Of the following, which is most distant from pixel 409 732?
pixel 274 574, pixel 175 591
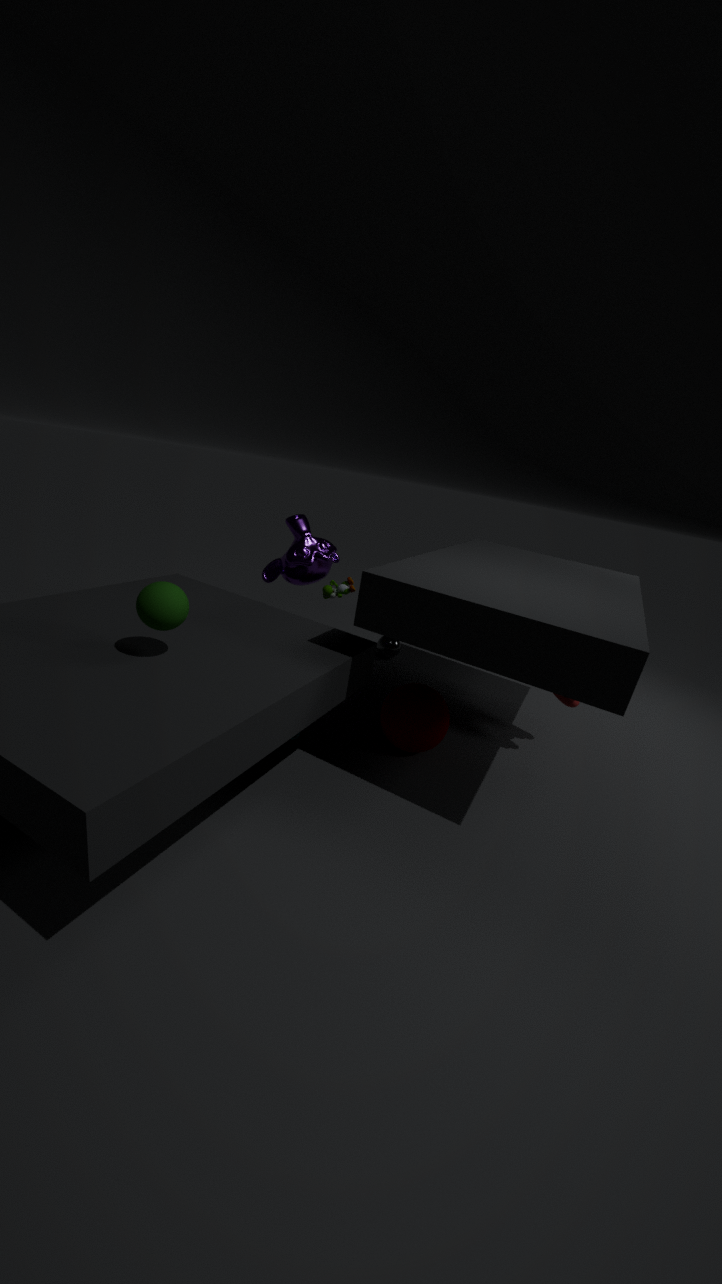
pixel 175 591
